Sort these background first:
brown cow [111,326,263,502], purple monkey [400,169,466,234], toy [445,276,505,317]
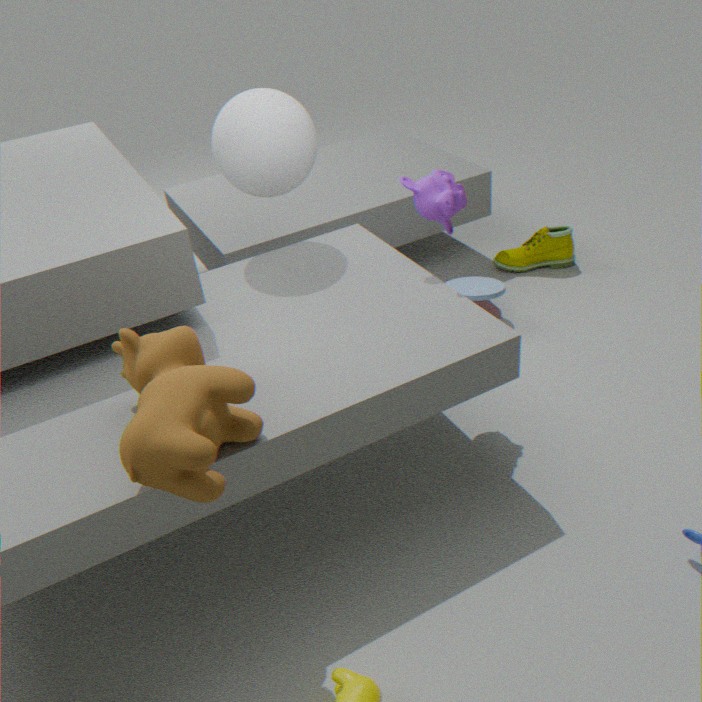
toy [445,276,505,317]
purple monkey [400,169,466,234]
brown cow [111,326,263,502]
